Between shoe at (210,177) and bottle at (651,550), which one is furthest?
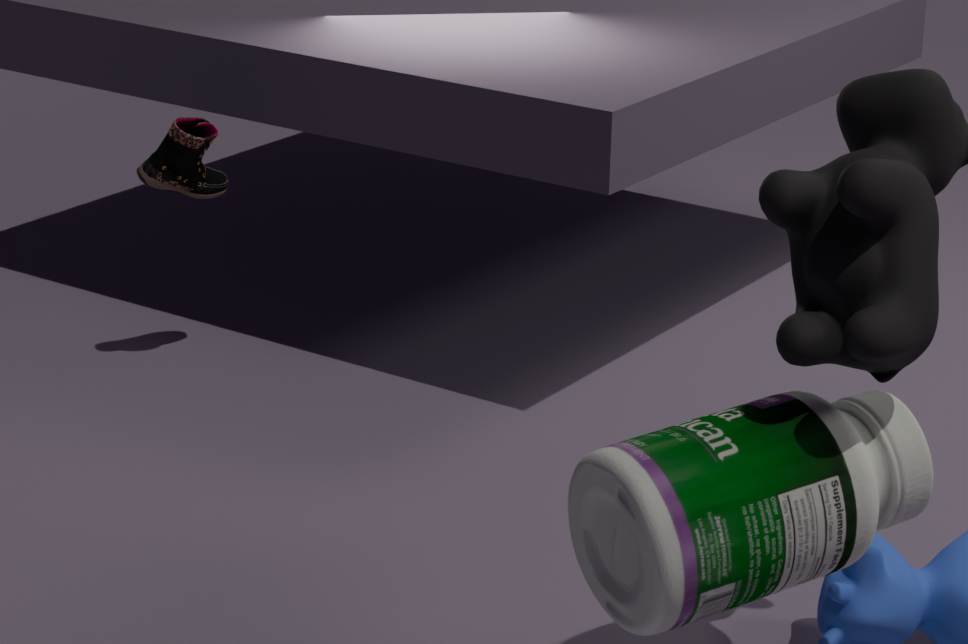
shoe at (210,177)
